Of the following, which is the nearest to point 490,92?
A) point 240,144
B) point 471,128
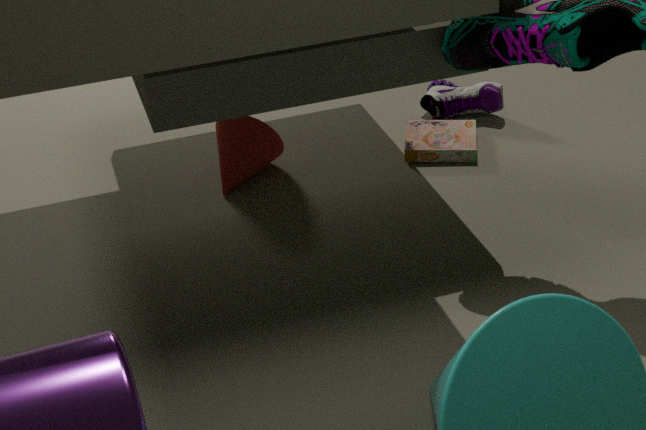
point 471,128
